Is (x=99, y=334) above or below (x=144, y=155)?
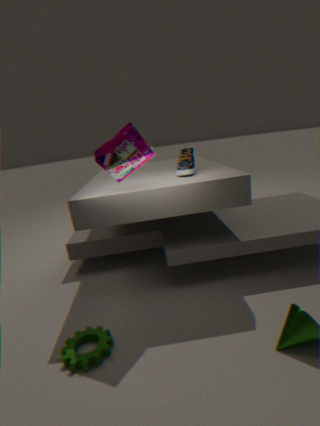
below
